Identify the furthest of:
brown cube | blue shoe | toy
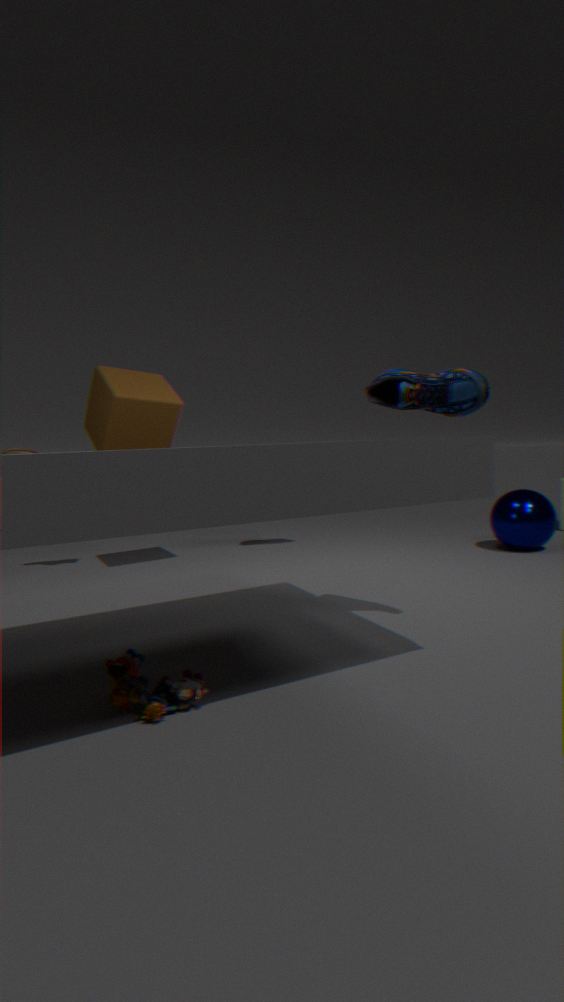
brown cube
